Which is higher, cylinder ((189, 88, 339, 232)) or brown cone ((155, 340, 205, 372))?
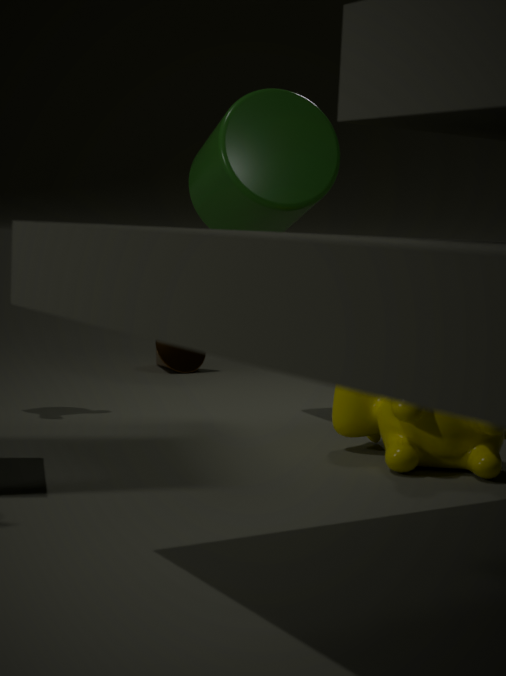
cylinder ((189, 88, 339, 232))
